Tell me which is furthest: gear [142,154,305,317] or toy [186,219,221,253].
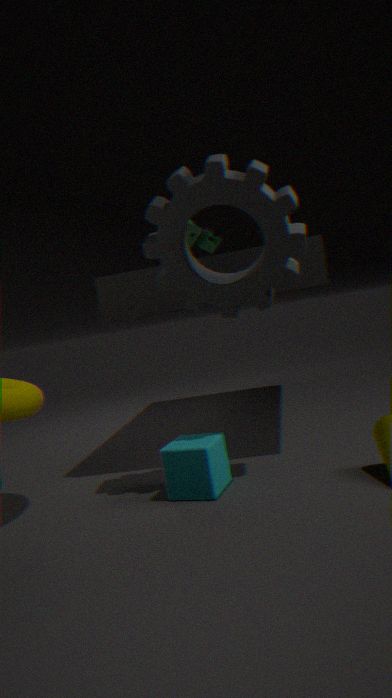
toy [186,219,221,253]
